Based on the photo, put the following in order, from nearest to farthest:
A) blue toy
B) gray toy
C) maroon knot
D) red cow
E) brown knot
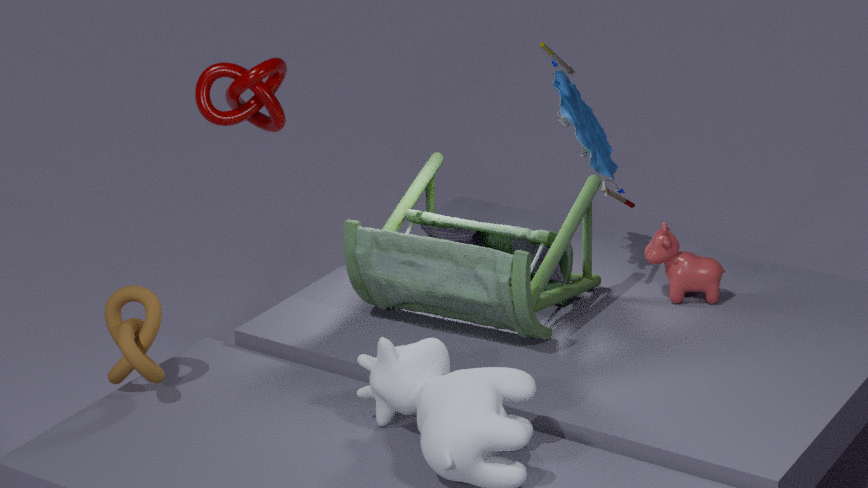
brown knot → gray toy → maroon knot → blue toy → red cow
